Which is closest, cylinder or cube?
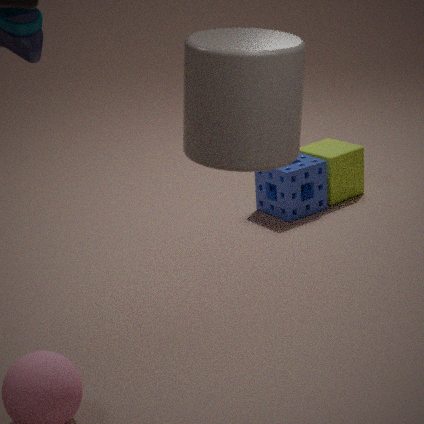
cylinder
